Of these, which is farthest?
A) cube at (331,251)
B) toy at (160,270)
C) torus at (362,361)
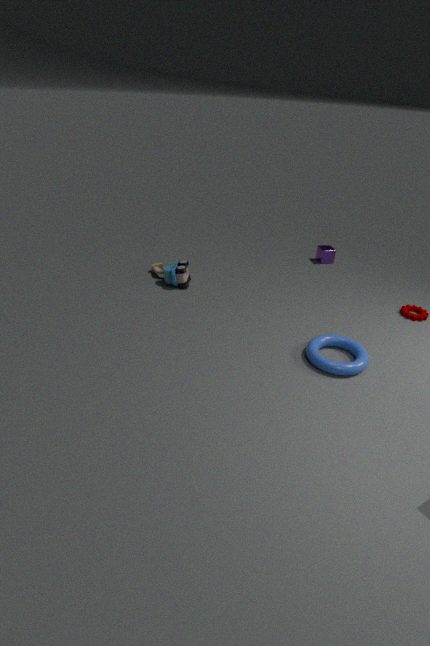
cube at (331,251)
